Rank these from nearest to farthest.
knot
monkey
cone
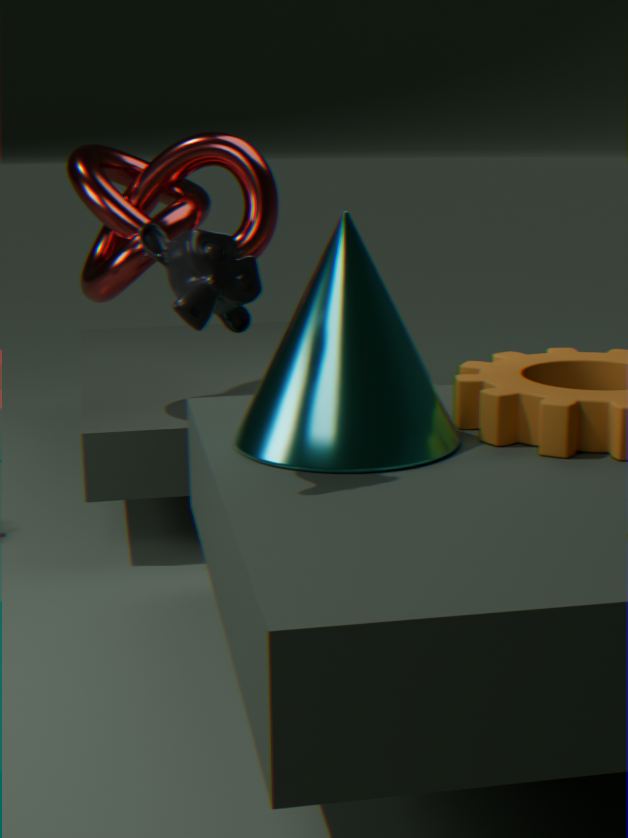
monkey → cone → knot
